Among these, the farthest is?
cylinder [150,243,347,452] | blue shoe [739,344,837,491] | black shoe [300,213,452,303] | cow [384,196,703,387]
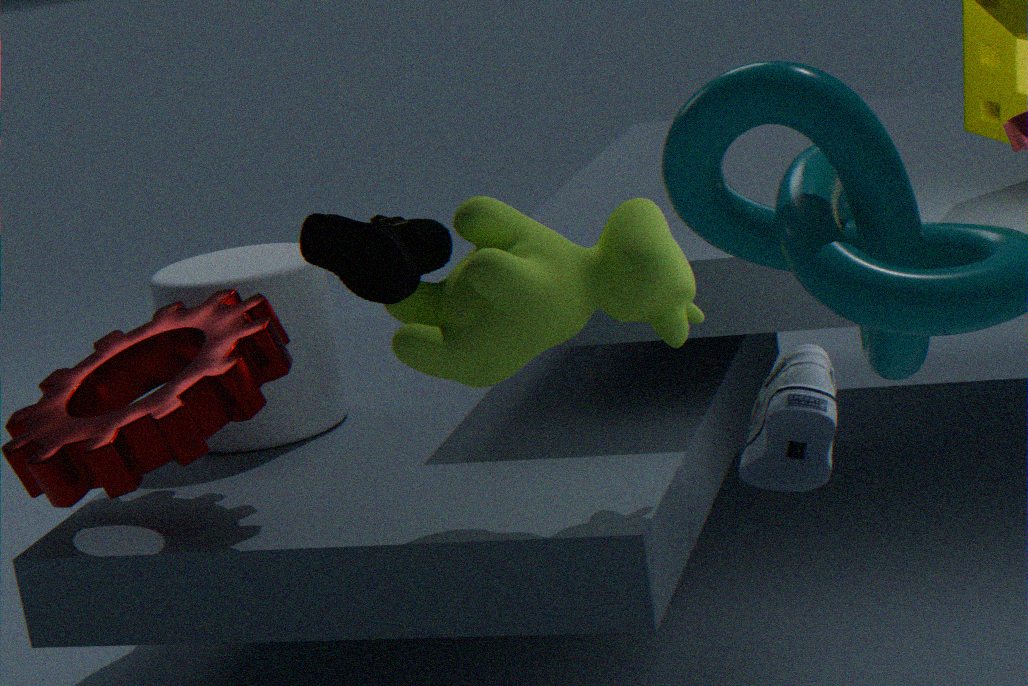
cylinder [150,243,347,452]
